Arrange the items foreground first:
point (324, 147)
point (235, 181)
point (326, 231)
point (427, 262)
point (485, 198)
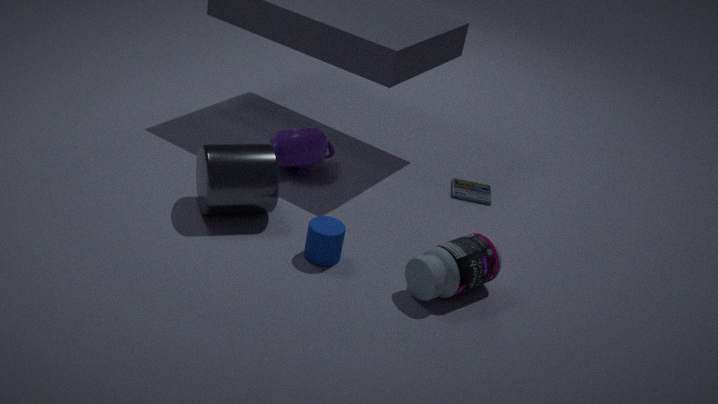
1. point (427, 262)
2. point (326, 231)
3. point (235, 181)
4. point (324, 147)
5. point (485, 198)
